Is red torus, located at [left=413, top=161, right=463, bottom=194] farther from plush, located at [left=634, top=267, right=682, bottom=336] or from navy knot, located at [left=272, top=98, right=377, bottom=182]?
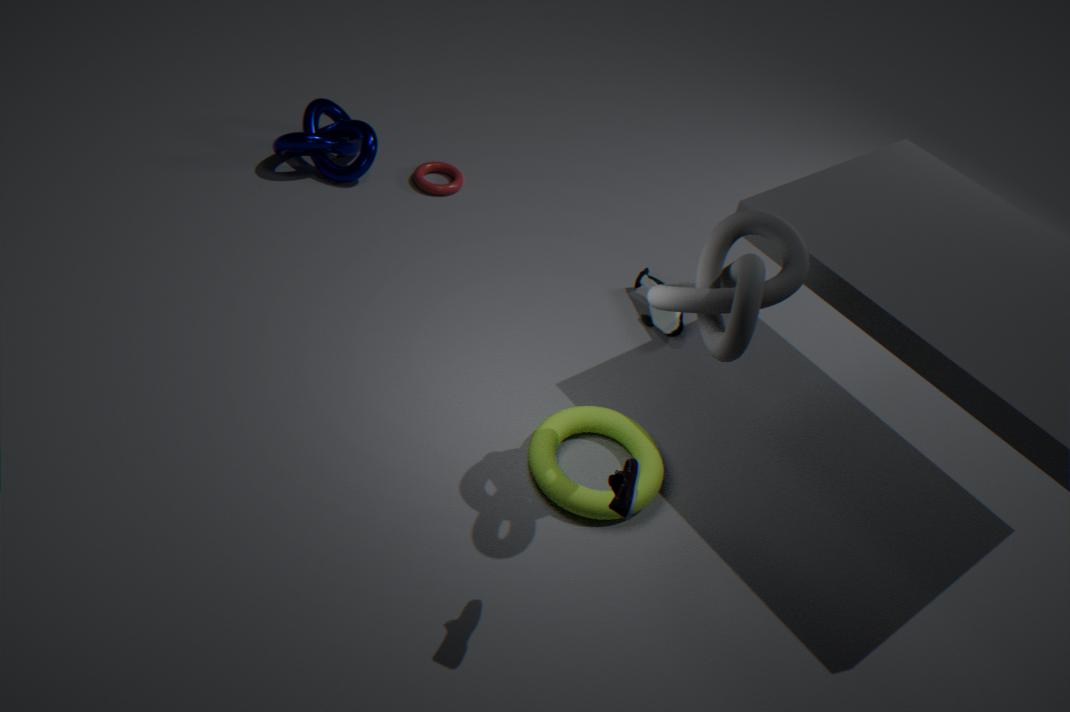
plush, located at [left=634, top=267, right=682, bottom=336]
